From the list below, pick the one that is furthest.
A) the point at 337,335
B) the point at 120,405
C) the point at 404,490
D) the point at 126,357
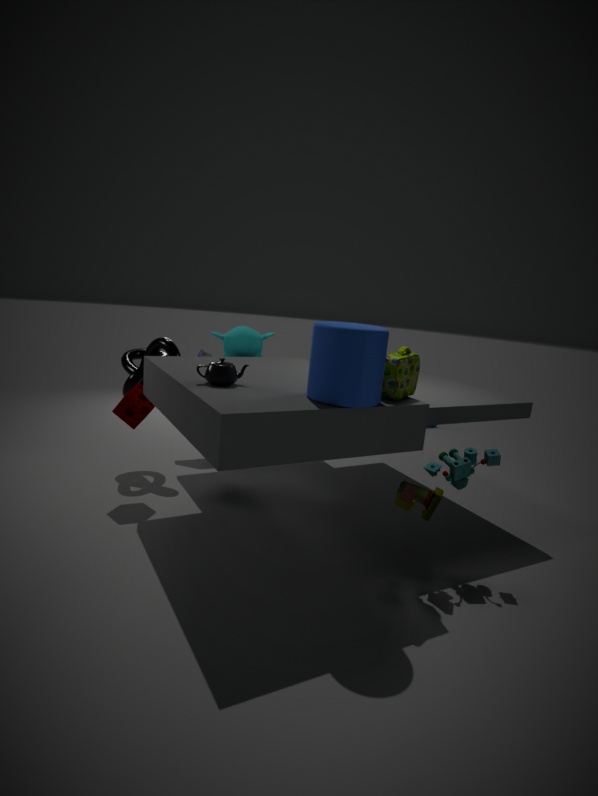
the point at 126,357
